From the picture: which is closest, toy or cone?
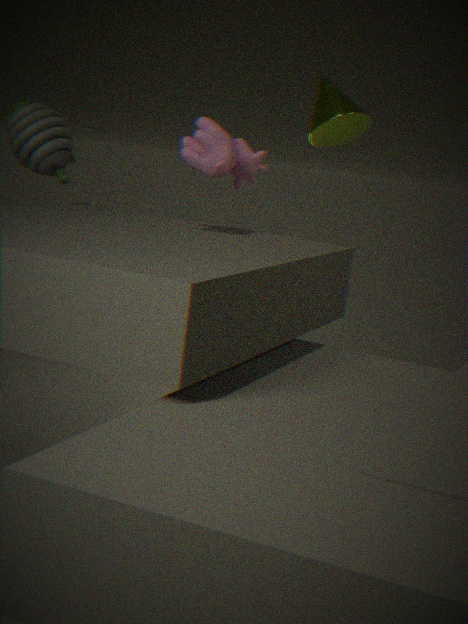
toy
